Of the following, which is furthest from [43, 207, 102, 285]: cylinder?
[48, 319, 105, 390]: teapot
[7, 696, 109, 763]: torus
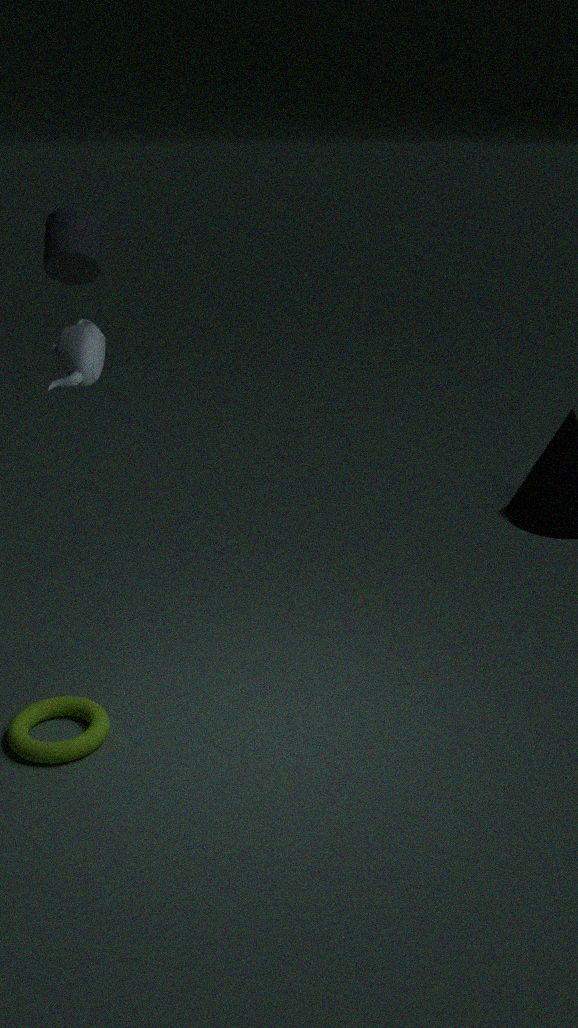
[7, 696, 109, 763]: torus
